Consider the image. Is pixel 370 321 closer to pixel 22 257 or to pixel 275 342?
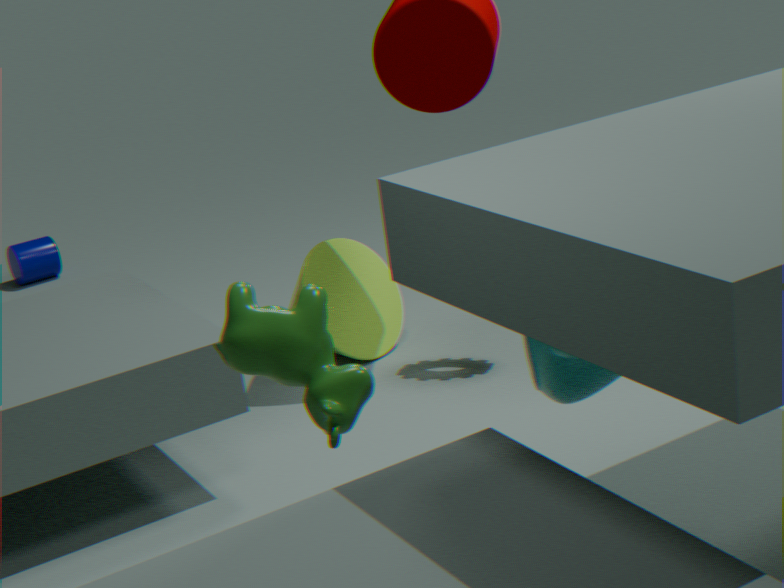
pixel 22 257
